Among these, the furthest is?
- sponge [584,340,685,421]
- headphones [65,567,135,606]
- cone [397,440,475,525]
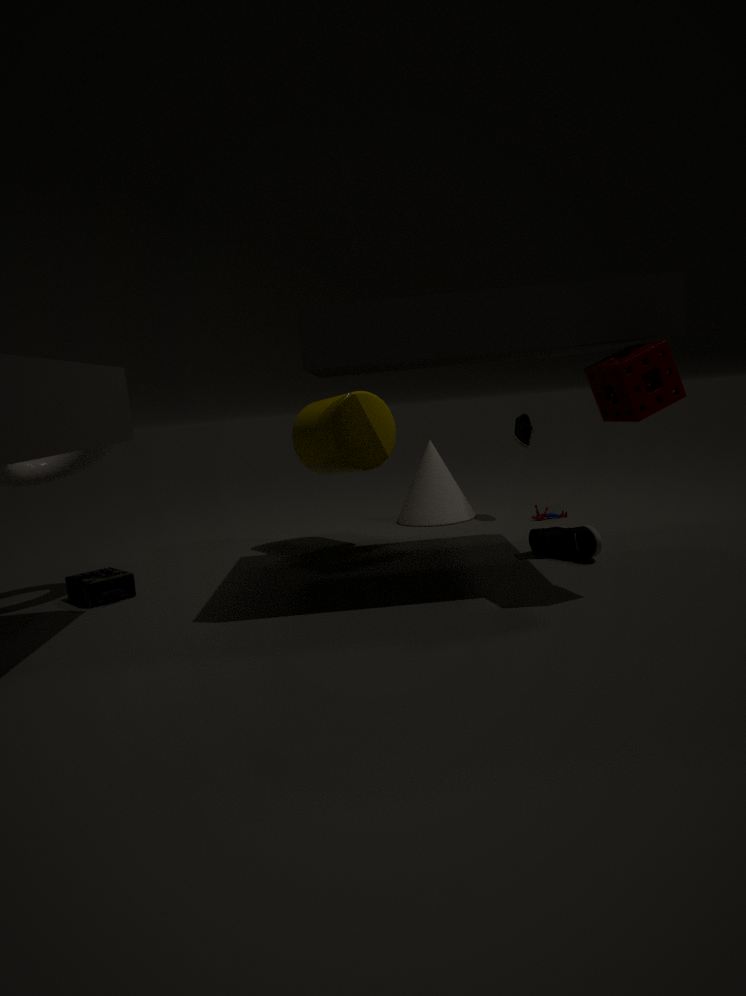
cone [397,440,475,525]
